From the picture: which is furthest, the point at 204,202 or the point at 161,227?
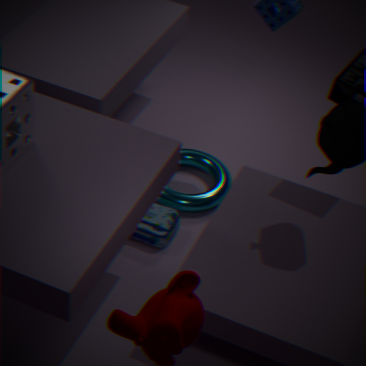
the point at 204,202
